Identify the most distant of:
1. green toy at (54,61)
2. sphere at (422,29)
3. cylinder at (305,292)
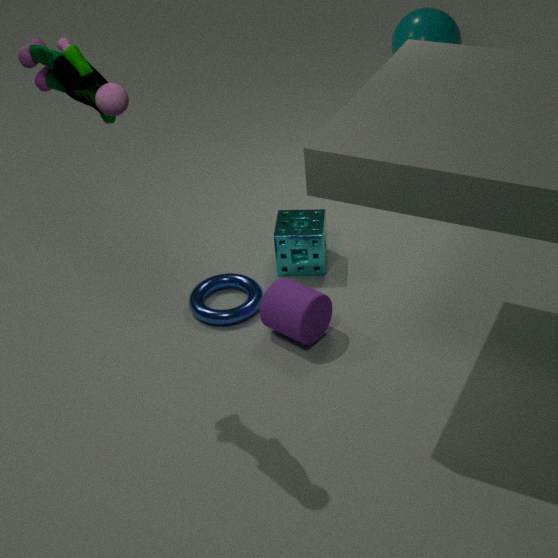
sphere at (422,29)
